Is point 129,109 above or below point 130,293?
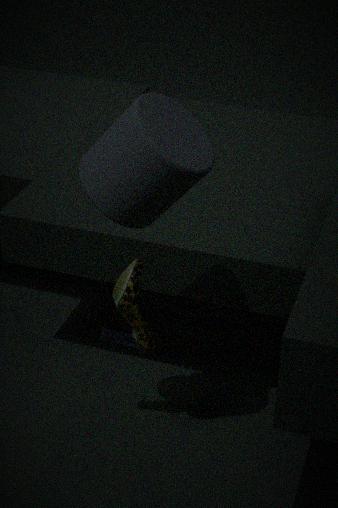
above
